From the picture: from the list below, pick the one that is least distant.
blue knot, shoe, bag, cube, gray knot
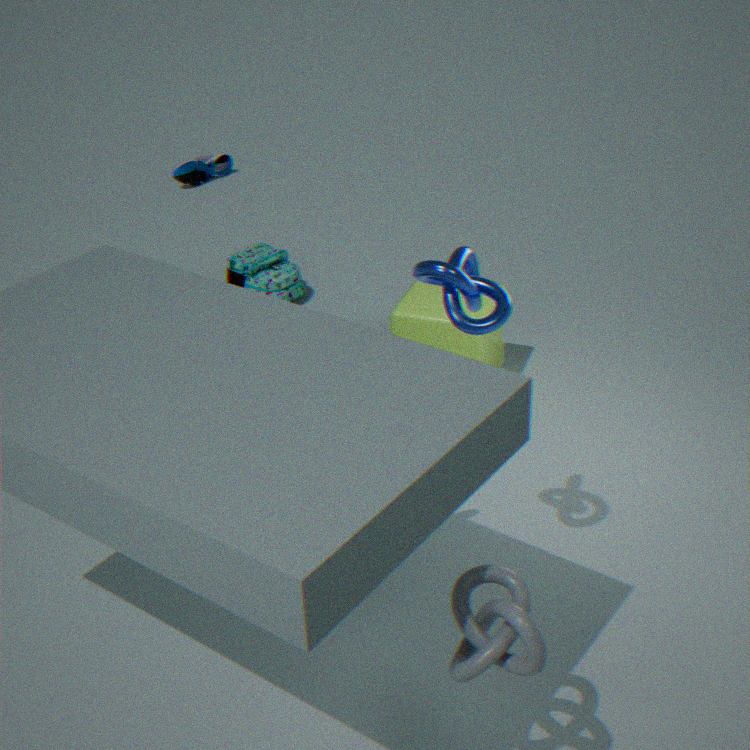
gray knot
